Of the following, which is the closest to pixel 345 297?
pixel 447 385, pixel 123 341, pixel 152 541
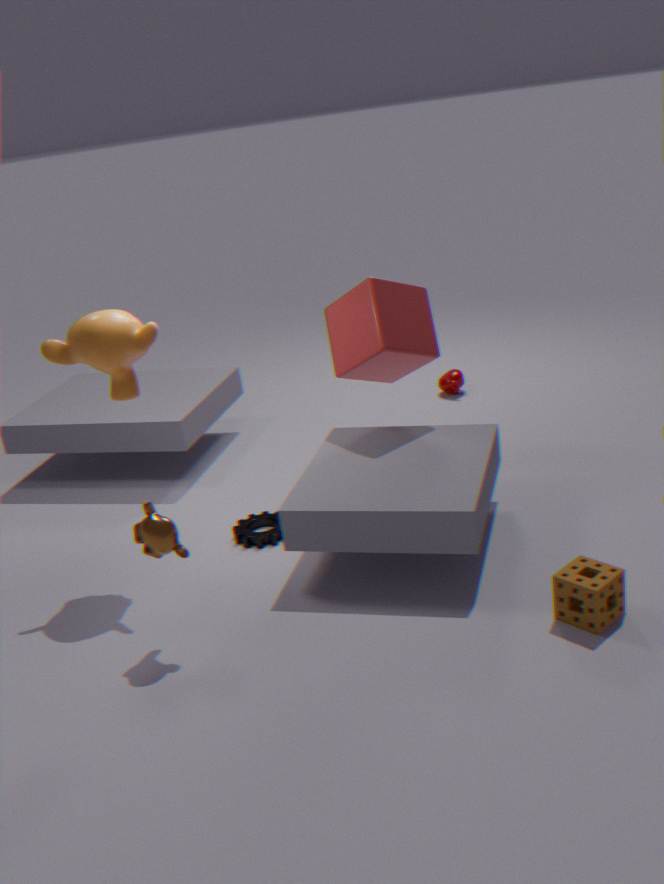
pixel 123 341
